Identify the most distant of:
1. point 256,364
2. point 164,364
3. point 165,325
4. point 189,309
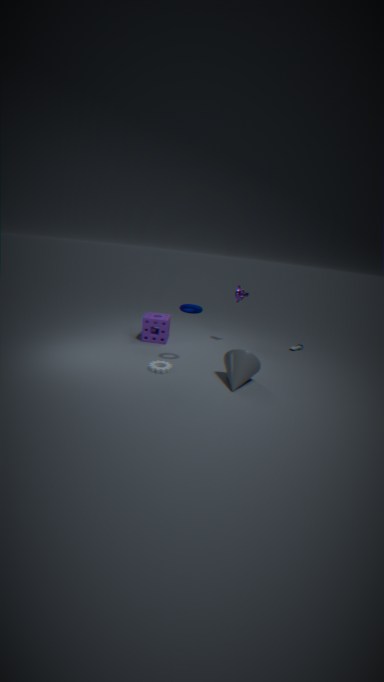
point 165,325
